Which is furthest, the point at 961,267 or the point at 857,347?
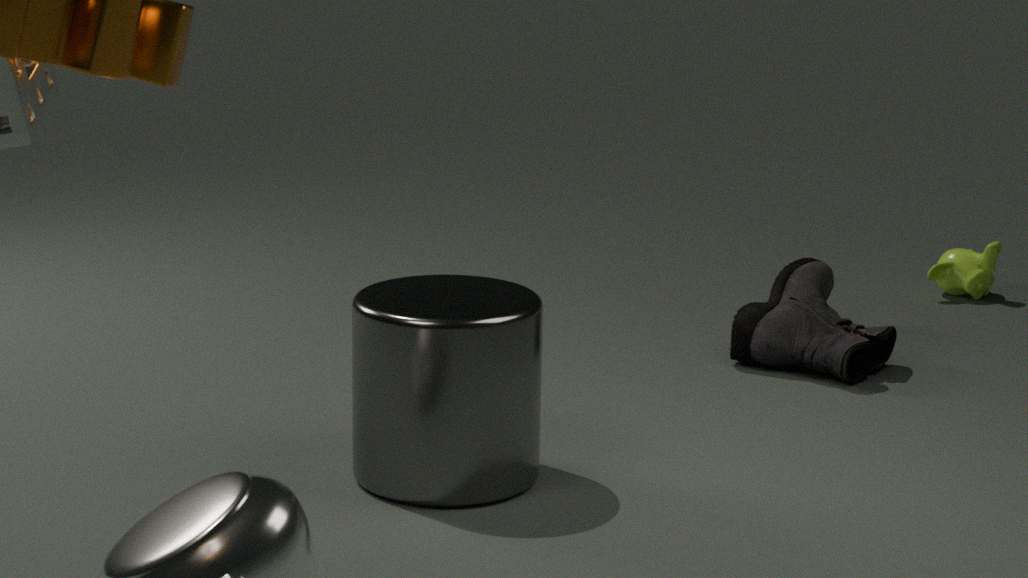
the point at 961,267
